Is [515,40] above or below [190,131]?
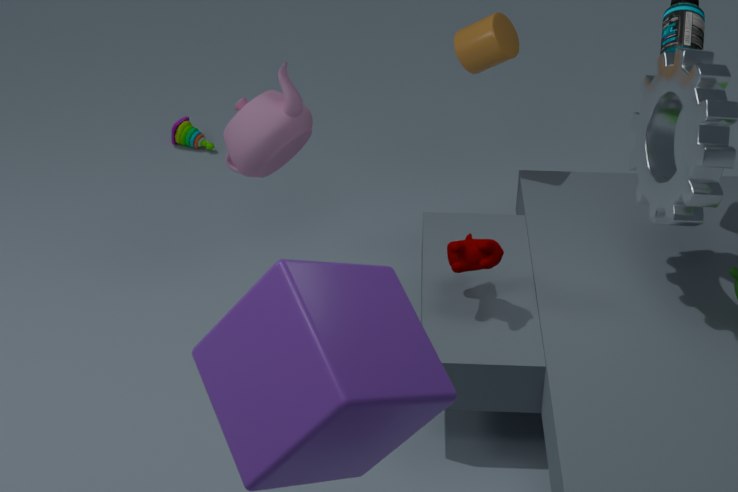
above
